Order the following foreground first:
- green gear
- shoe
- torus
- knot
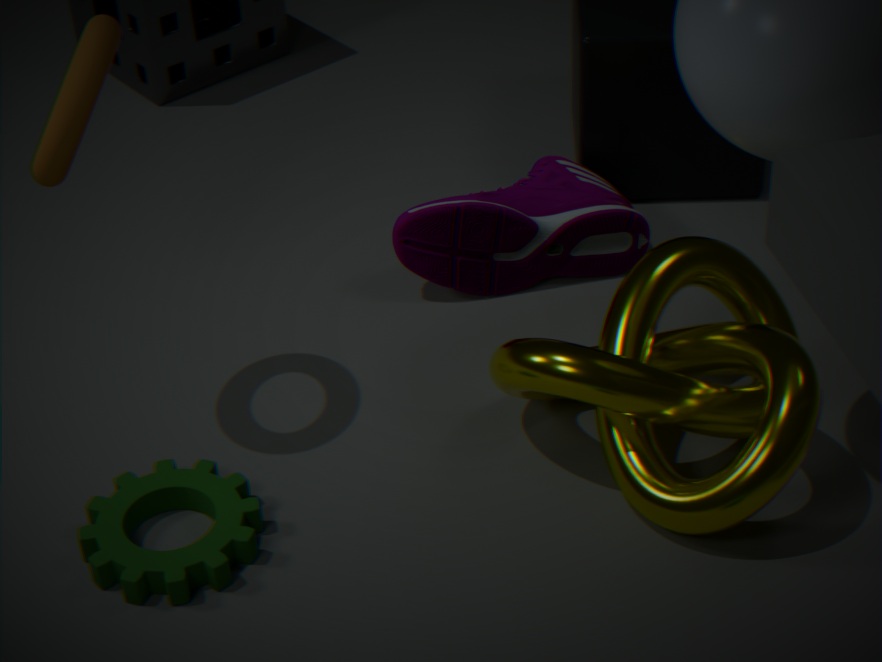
torus, knot, green gear, shoe
